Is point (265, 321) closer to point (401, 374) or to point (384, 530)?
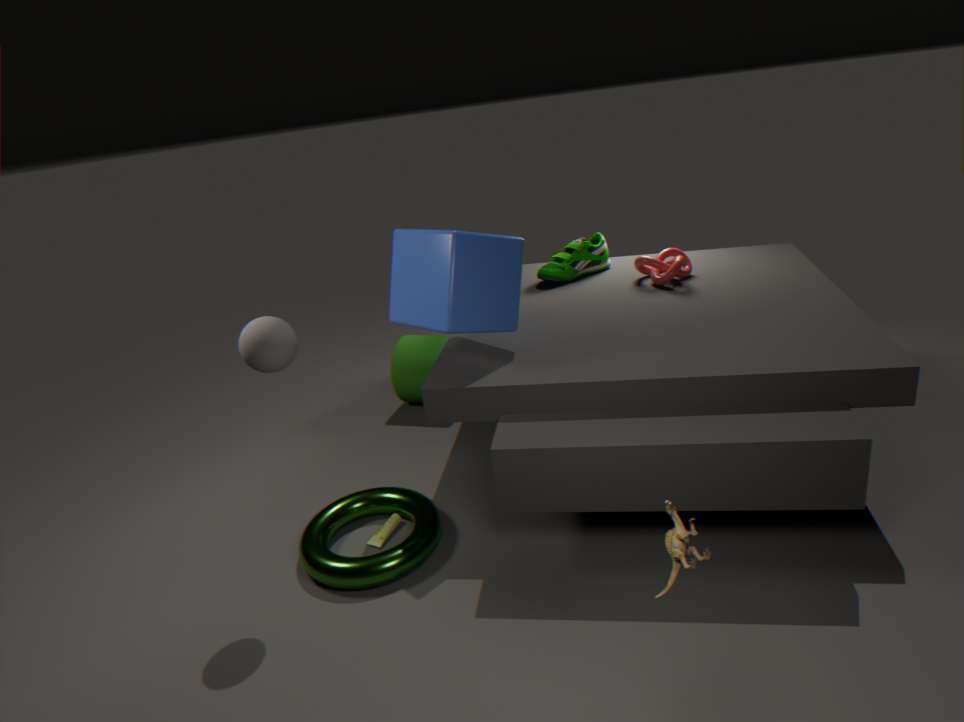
point (384, 530)
